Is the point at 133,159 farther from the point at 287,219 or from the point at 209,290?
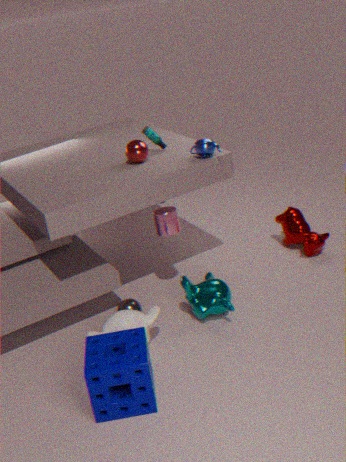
the point at 287,219
